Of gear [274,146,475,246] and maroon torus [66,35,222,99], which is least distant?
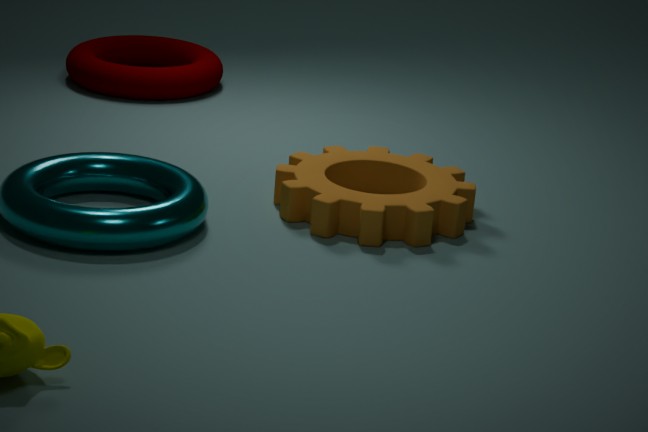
gear [274,146,475,246]
